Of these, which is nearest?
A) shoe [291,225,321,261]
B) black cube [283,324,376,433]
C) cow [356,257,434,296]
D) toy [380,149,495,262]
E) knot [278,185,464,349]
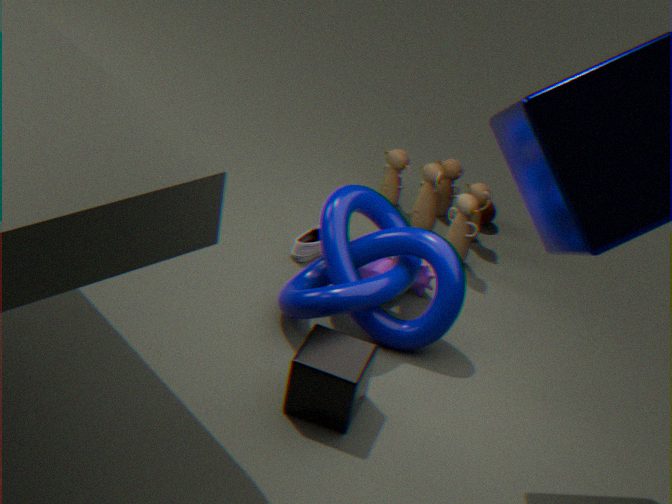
black cube [283,324,376,433]
